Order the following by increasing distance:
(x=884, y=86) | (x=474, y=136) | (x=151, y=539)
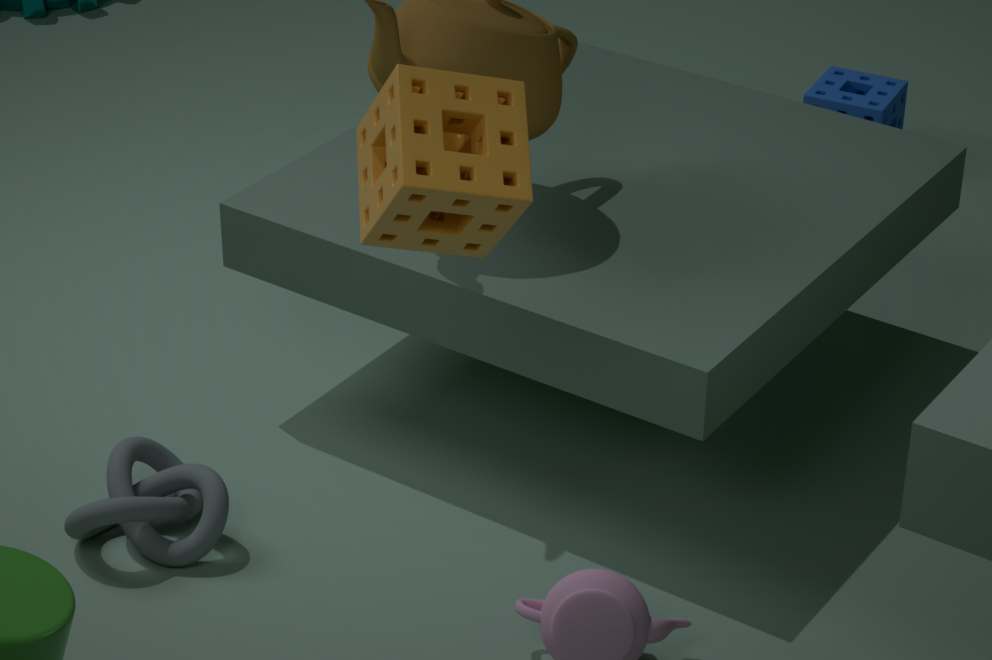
(x=474, y=136) < (x=151, y=539) < (x=884, y=86)
